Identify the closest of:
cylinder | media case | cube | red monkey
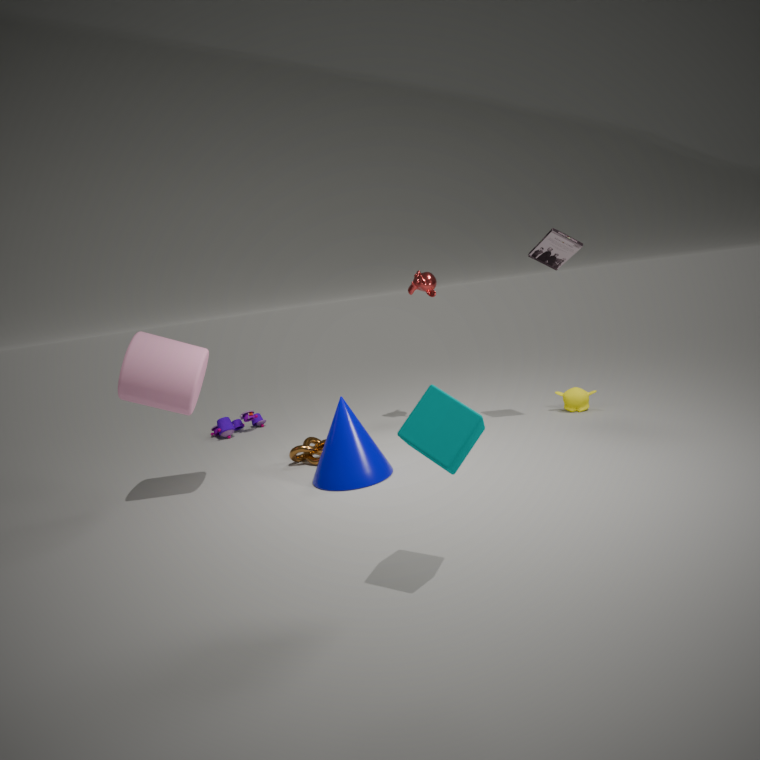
cube
